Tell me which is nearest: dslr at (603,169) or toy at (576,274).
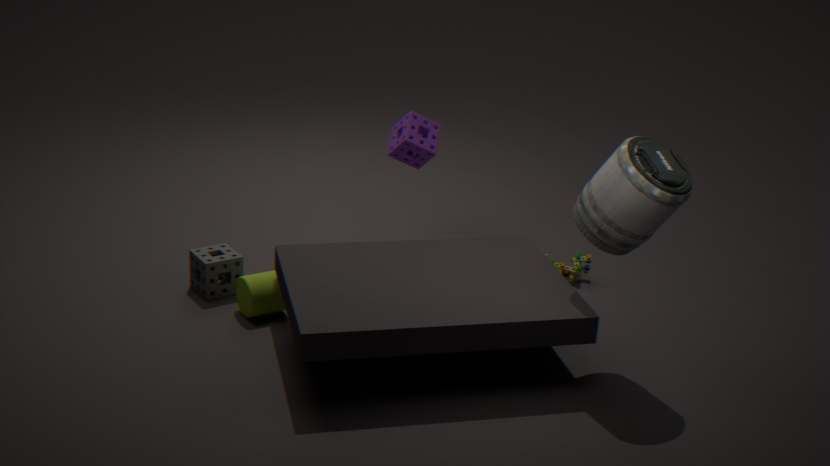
dslr at (603,169)
